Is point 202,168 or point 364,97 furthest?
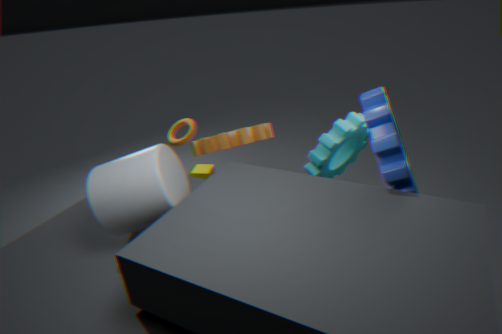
point 202,168
